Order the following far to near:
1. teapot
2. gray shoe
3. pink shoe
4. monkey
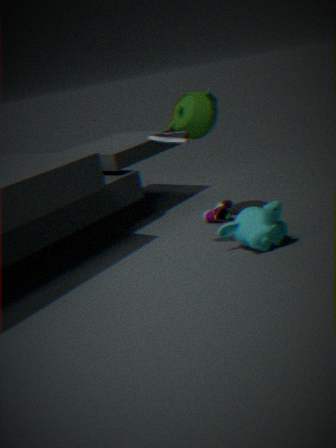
pink shoe, teapot, monkey, gray shoe
